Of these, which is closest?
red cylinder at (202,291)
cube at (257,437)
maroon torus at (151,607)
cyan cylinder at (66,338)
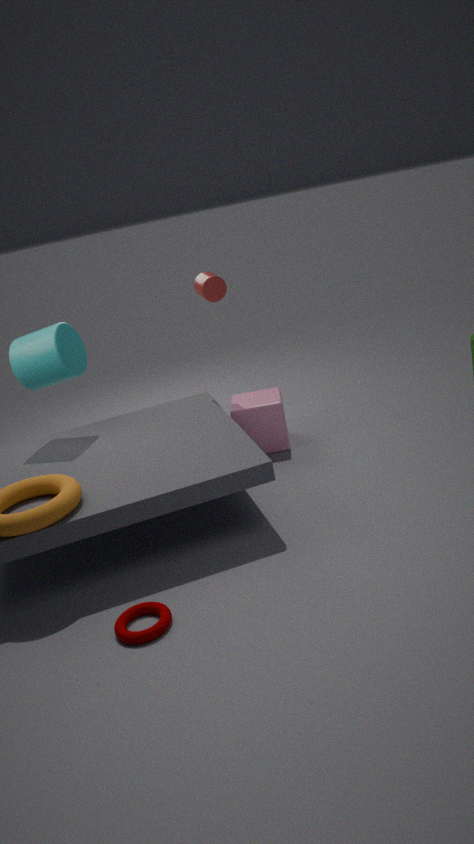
maroon torus at (151,607)
